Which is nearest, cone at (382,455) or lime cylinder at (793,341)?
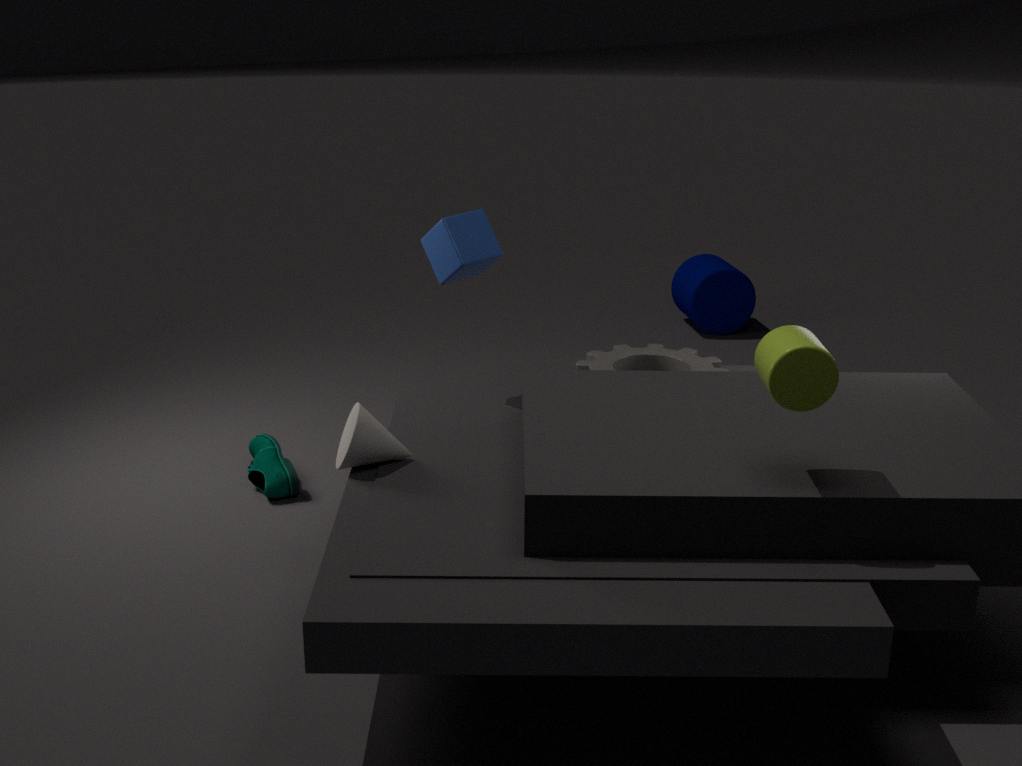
lime cylinder at (793,341)
